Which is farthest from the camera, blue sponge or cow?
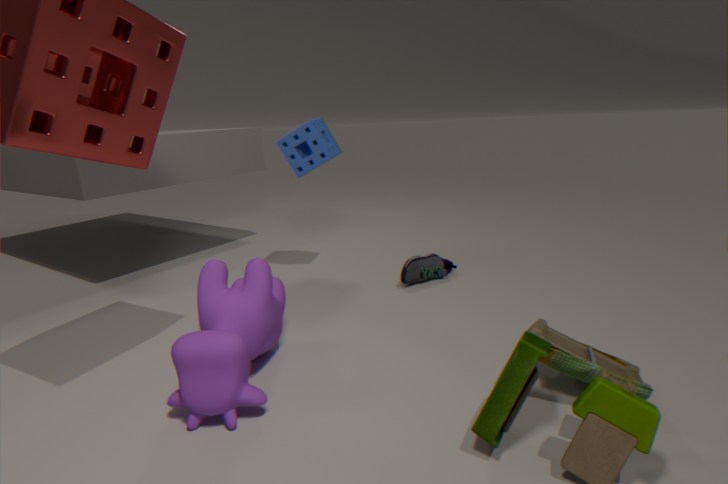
blue sponge
